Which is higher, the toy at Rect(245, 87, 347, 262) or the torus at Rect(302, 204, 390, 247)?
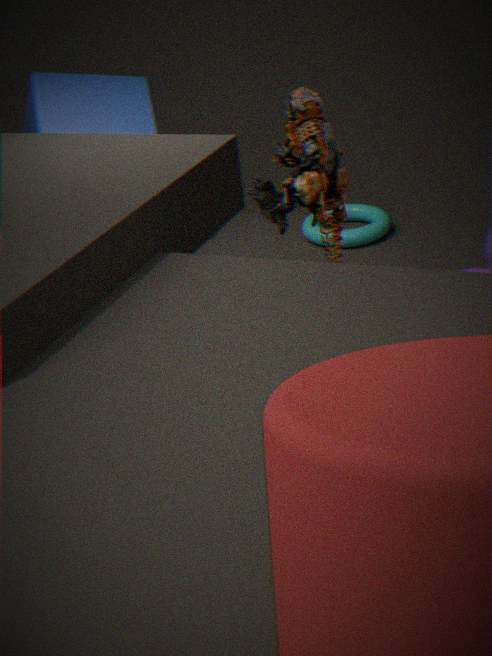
the toy at Rect(245, 87, 347, 262)
